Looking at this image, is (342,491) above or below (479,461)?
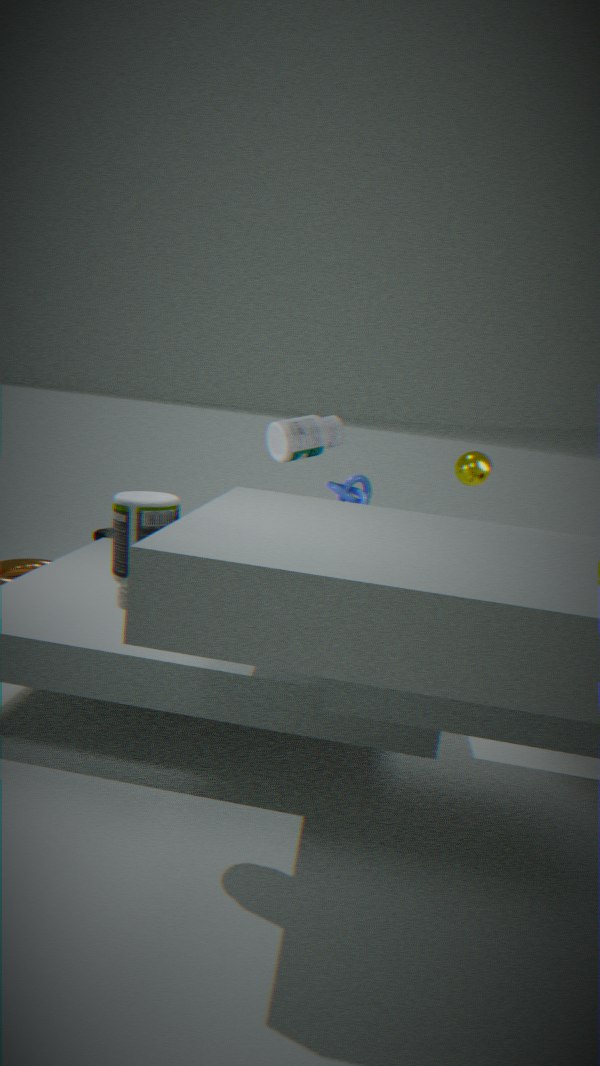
below
